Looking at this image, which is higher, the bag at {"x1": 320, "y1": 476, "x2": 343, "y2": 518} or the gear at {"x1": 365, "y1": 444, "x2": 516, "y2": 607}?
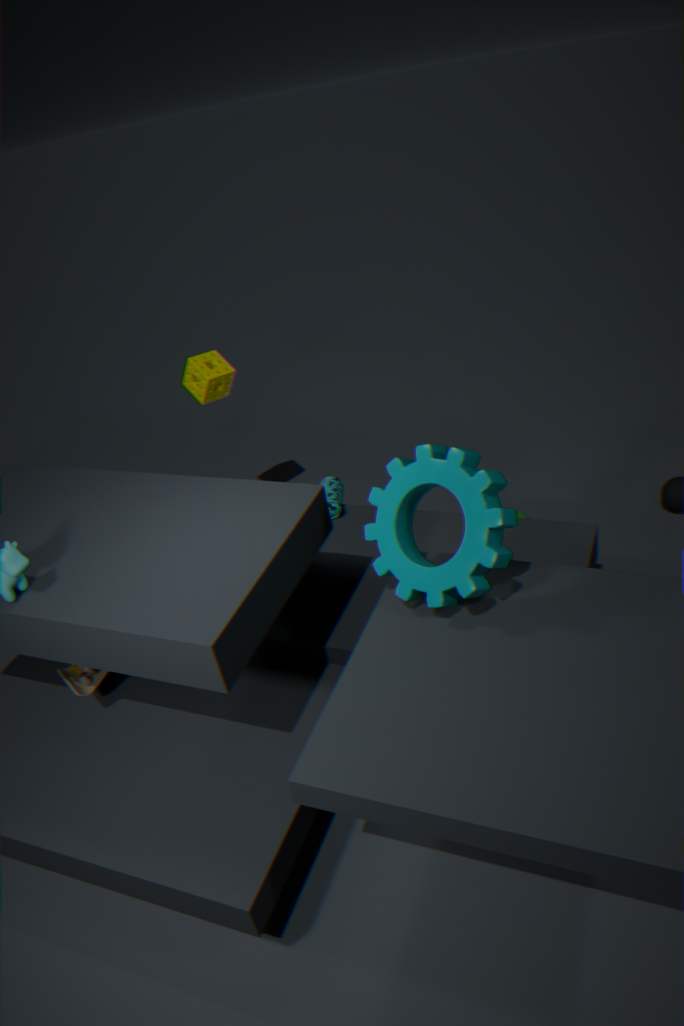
the gear at {"x1": 365, "y1": 444, "x2": 516, "y2": 607}
